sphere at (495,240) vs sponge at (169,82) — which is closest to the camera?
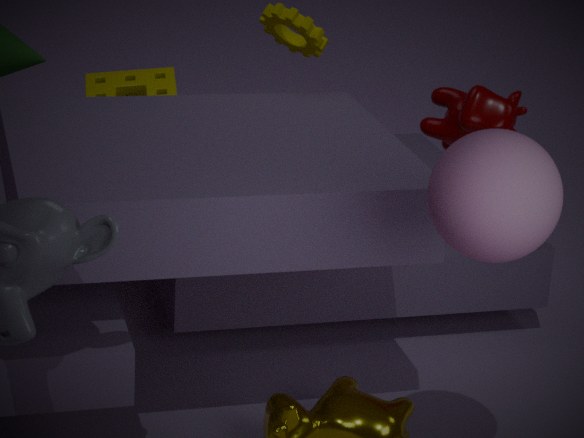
sphere at (495,240)
